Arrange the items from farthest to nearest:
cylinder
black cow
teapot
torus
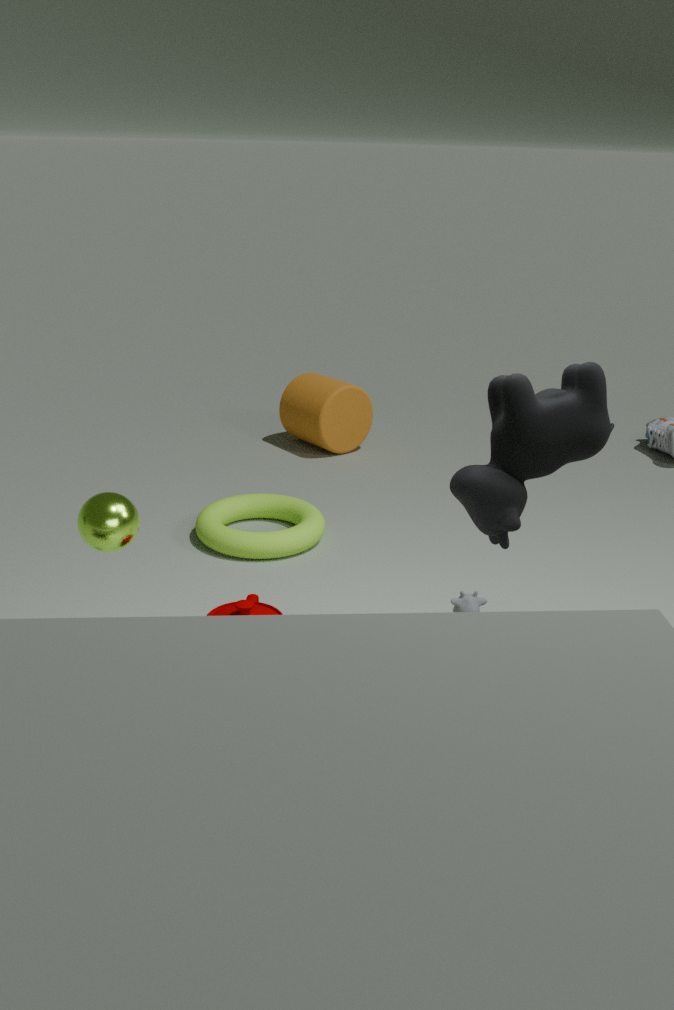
cylinder < torus < teapot < black cow
